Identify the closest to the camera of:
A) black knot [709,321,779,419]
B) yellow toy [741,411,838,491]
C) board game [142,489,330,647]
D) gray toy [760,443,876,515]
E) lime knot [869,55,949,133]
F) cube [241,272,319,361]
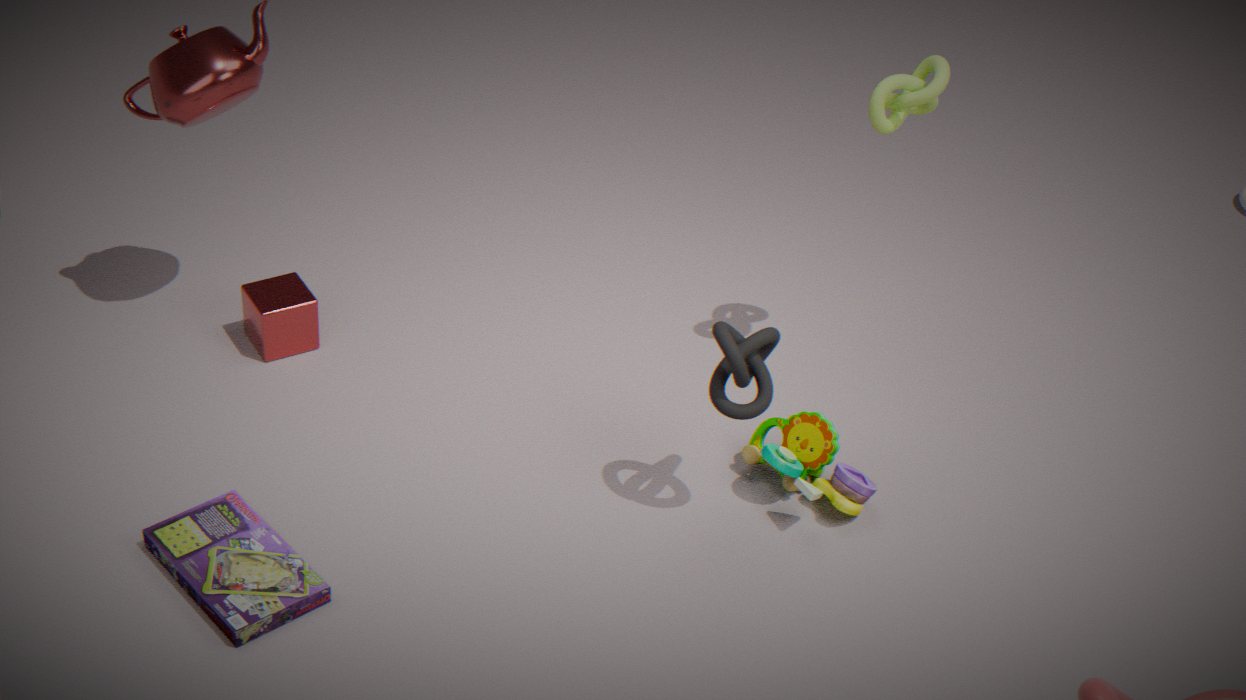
board game [142,489,330,647]
